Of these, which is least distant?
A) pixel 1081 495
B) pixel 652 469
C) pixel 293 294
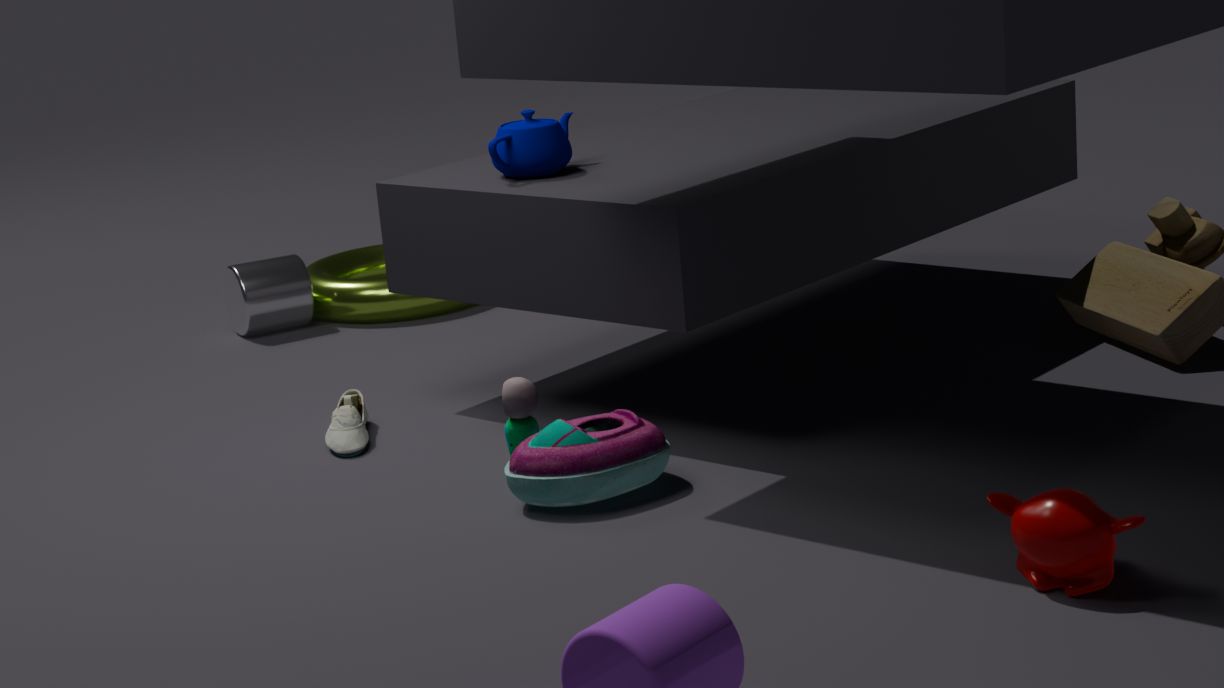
pixel 1081 495
